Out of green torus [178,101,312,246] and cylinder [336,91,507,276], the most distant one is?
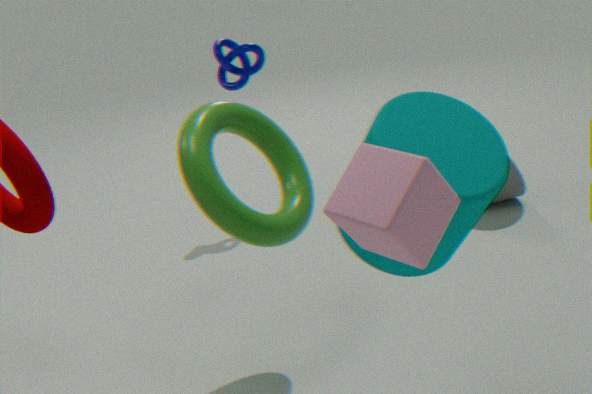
green torus [178,101,312,246]
